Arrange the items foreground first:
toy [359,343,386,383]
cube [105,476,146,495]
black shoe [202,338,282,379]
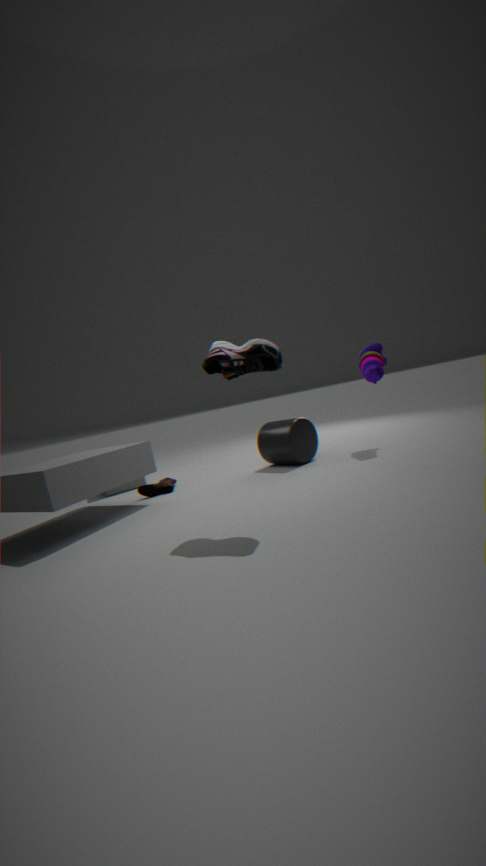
black shoe [202,338,282,379] < toy [359,343,386,383] < cube [105,476,146,495]
